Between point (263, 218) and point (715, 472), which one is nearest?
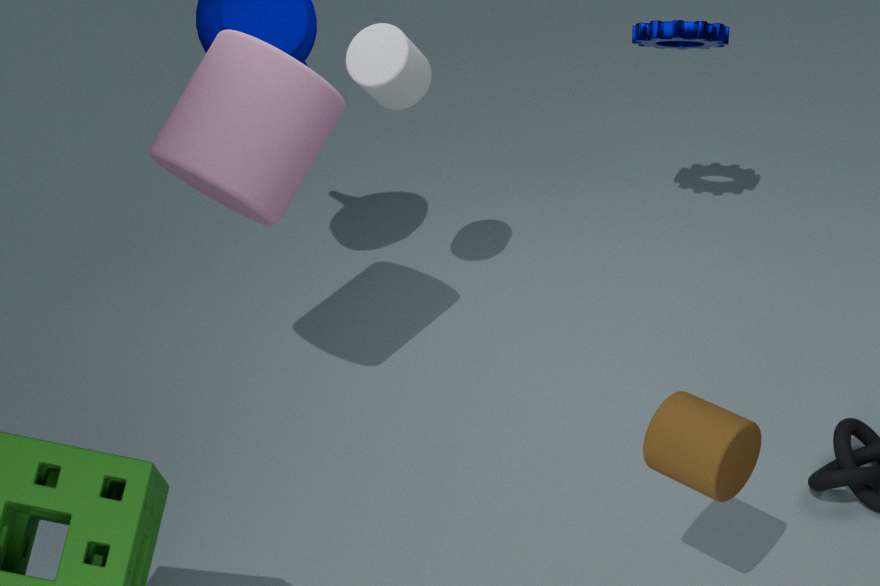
point (715, 472)
